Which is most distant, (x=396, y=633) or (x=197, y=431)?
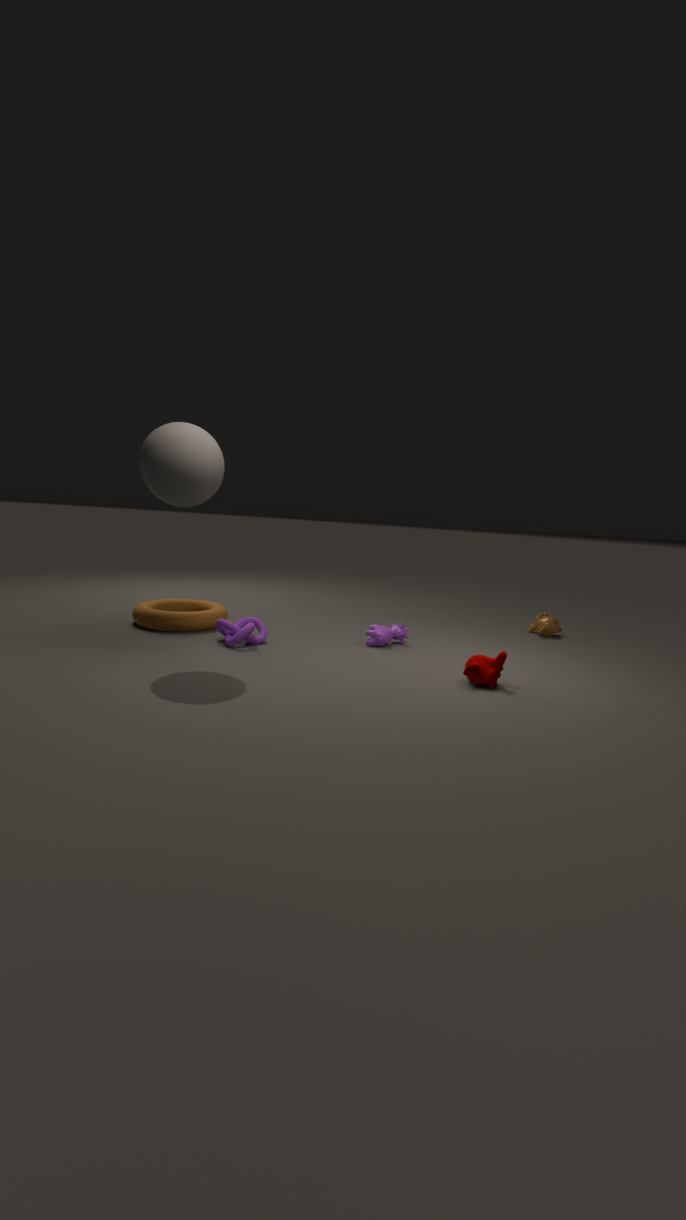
(x=396, y=633)
